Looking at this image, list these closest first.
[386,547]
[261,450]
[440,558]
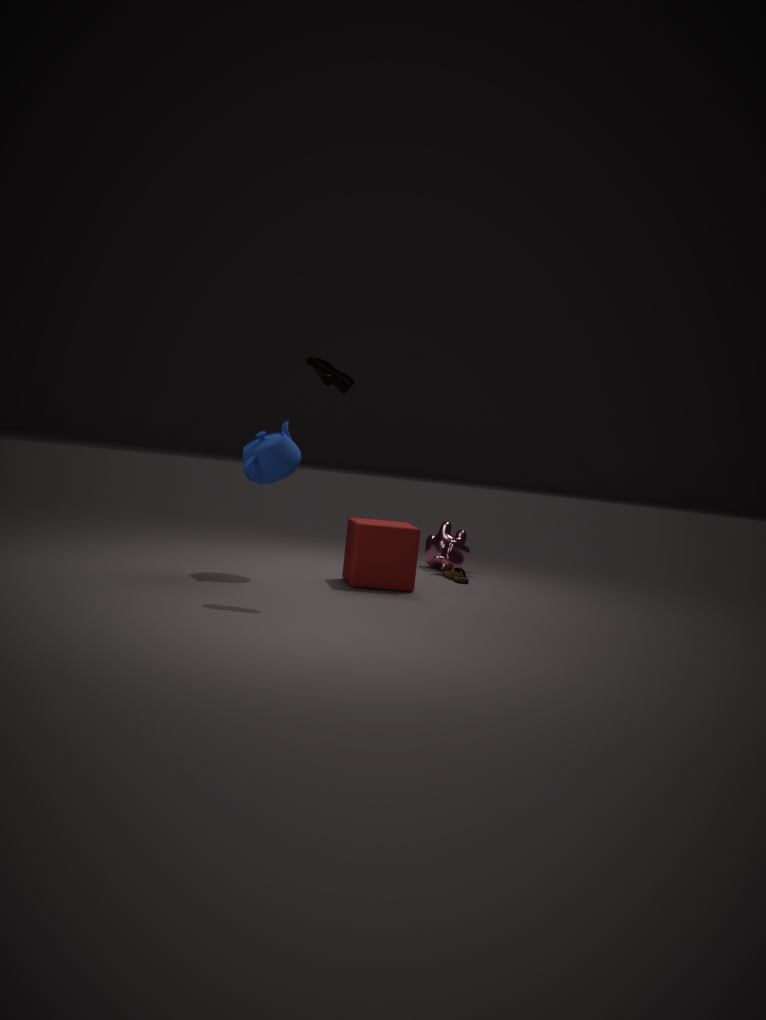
[261,450] → [386,547] → [440,558]
